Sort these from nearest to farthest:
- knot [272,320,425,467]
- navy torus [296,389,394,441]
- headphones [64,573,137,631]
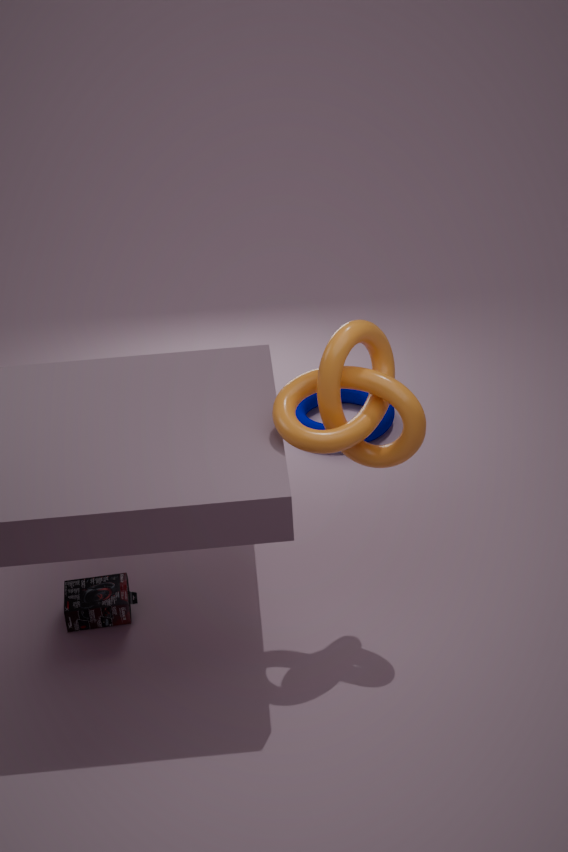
knot [272,320,425,467], headphones [64,573,137,631], navy torus [296,389,394,441]
